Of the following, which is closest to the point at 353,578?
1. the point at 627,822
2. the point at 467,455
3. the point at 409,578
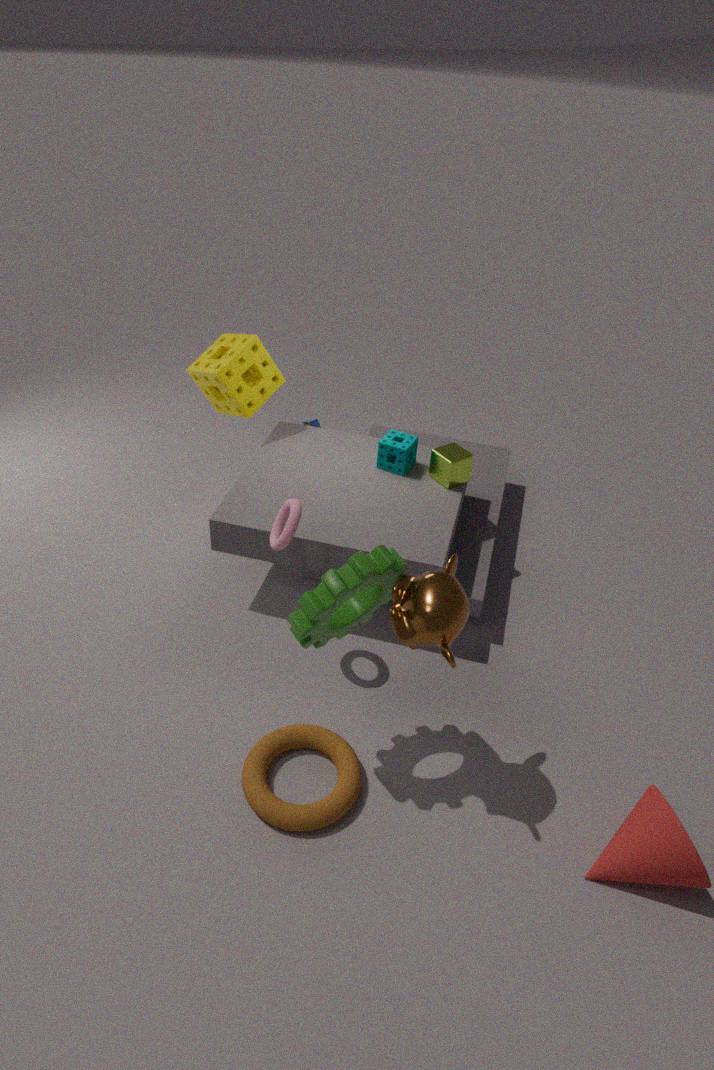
the point at 409,578
